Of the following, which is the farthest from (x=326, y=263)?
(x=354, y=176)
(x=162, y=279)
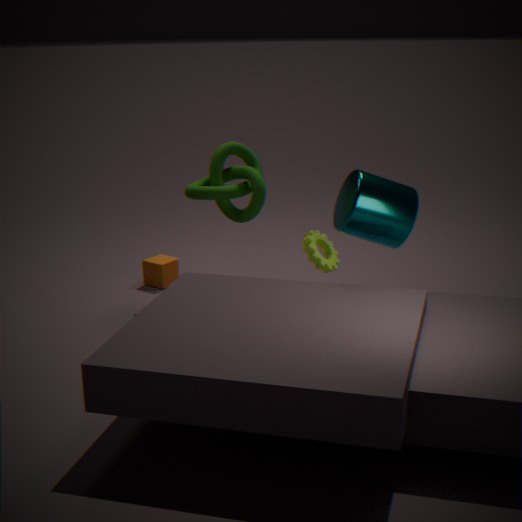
(x=162, y=279)
